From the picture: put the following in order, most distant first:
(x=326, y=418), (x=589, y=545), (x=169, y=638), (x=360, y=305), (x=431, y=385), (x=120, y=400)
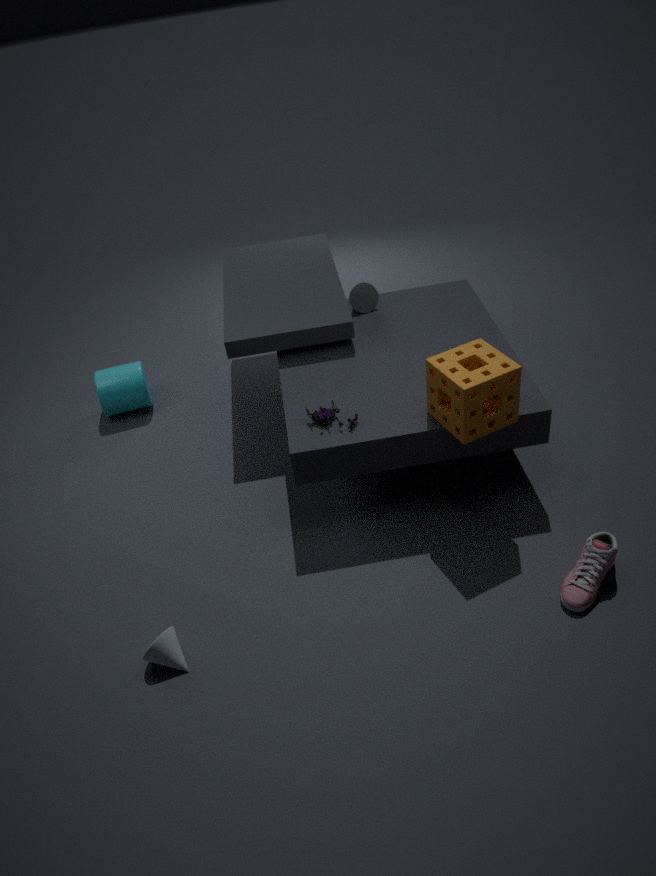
(x=120, y=400), (x=360, y=305), (x=326, y=418), (x=431, y=385), (x=589, y=545), (x=169, y=638)
